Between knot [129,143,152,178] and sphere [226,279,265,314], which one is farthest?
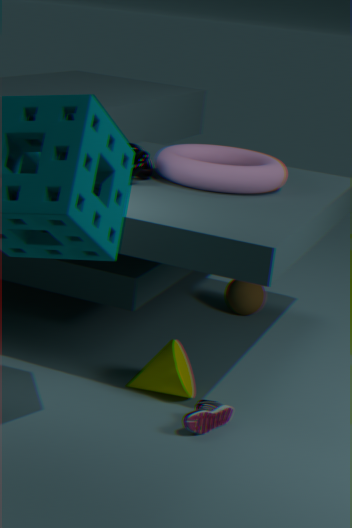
sphere [226,279,265,314]
